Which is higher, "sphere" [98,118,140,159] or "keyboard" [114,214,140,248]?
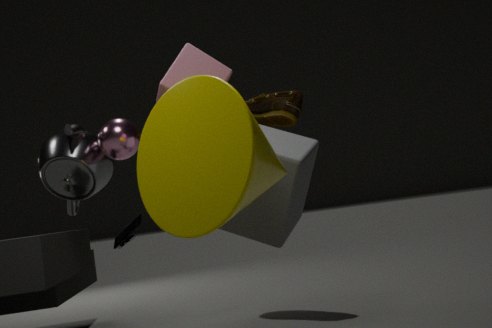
"sphere" [98,118,140,159]
